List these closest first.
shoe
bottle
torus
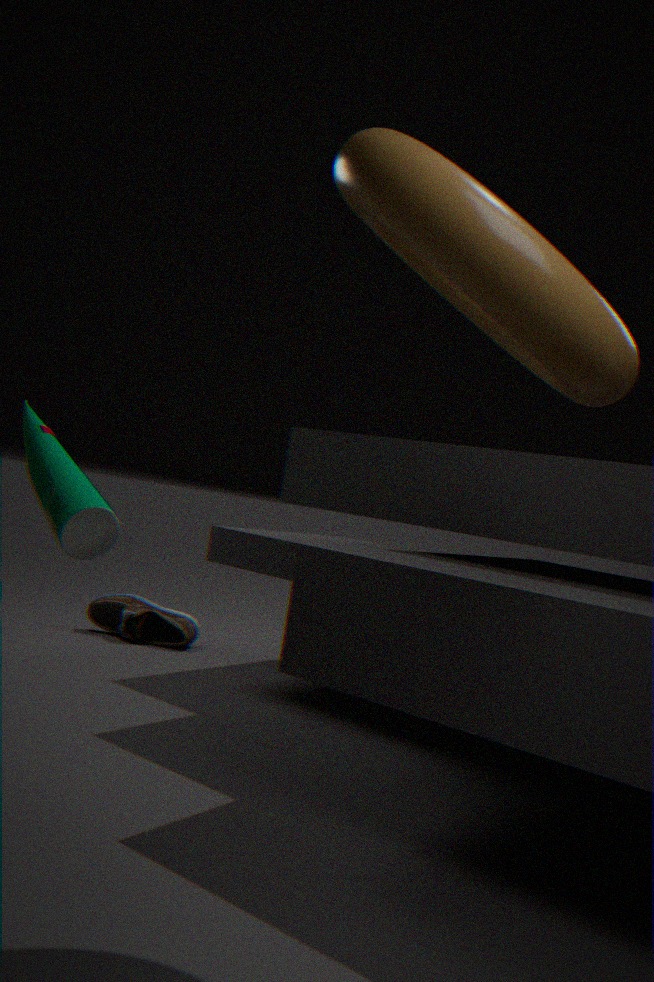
Answer: torus < bottle < shoe
